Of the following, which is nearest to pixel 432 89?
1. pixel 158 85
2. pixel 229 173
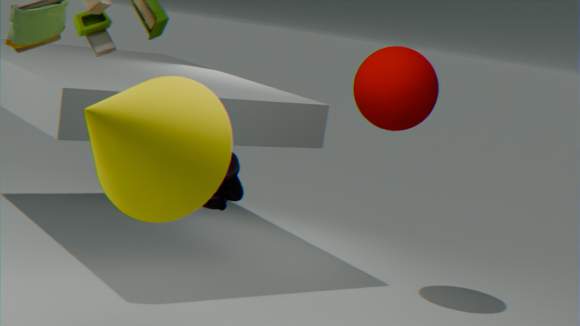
pixel 229 173
